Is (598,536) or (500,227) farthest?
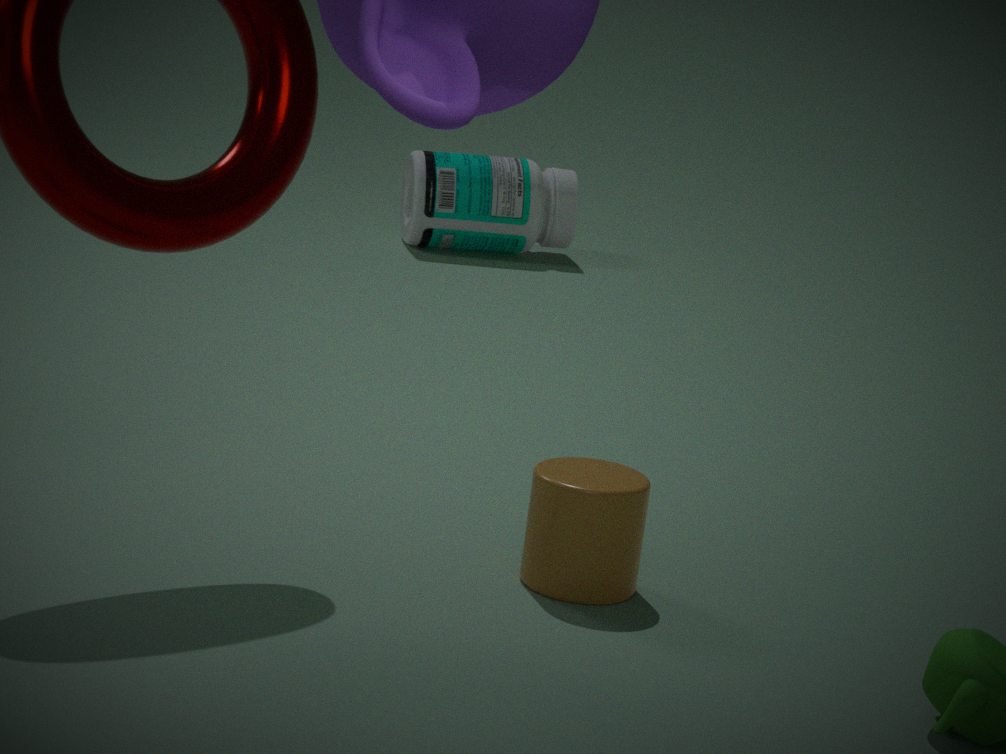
(500,227)
